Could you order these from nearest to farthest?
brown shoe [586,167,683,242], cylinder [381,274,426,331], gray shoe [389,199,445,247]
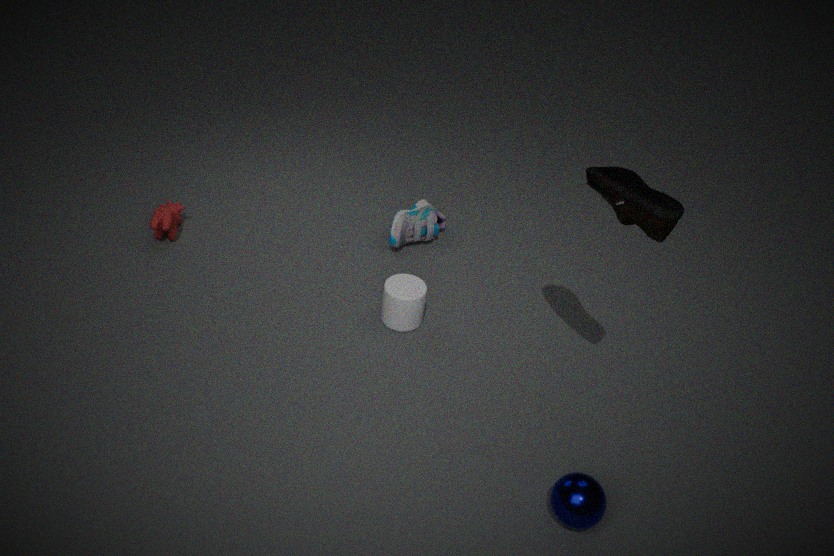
brown shoe [586,167,683,242], cylinder [381,274,426,331], gray shoe [389,199,445,247]
